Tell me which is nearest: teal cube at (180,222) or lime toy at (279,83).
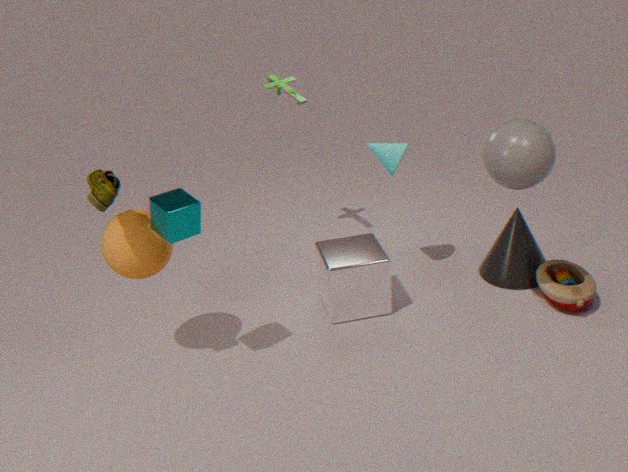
teal cube at (180,222)
